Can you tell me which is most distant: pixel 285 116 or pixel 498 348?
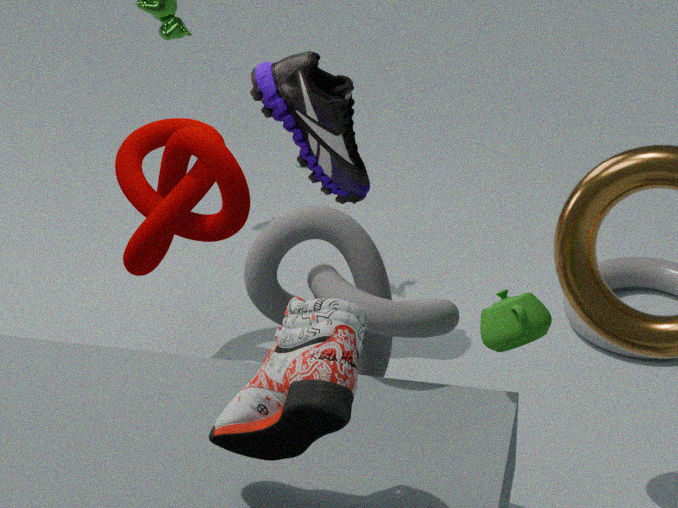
pixel 285 116
